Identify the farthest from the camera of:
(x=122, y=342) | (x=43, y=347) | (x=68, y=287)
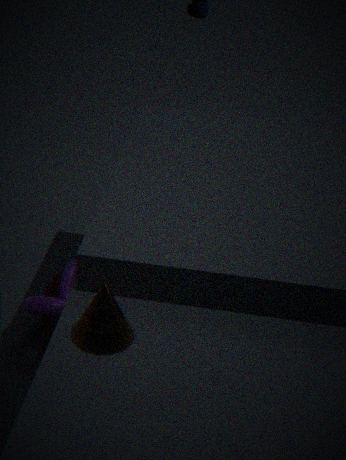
(x=68, y=287)
